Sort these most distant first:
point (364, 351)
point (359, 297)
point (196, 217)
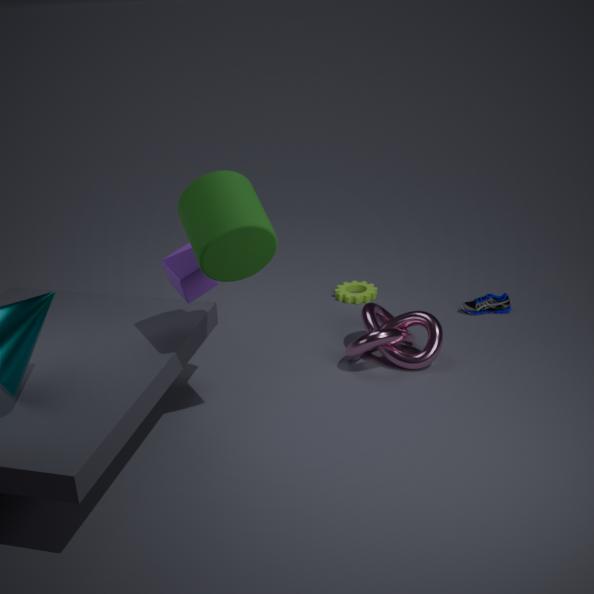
point (359, 297), point (364, 351), point (196, 217)
